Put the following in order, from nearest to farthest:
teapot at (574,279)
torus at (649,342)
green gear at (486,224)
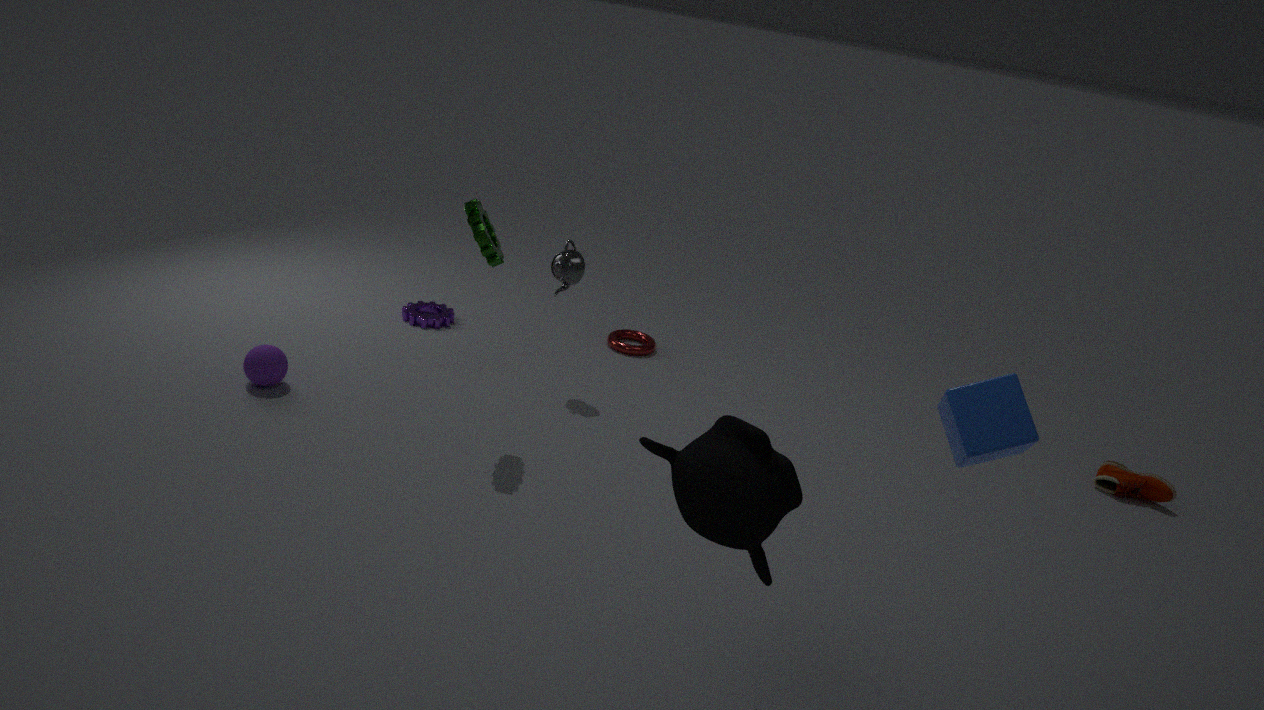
green gear at (486,224) < teapot at (574,279) < torus at (649,342)
